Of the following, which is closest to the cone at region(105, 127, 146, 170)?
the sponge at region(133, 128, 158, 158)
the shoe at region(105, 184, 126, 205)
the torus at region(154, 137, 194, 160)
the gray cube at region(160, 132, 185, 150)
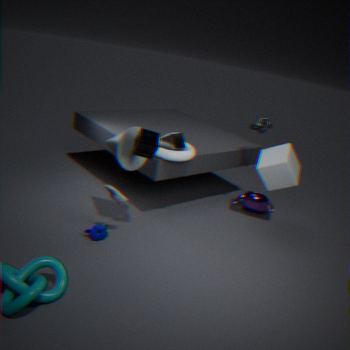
the sponge at region(133, 128, 158, 158)
